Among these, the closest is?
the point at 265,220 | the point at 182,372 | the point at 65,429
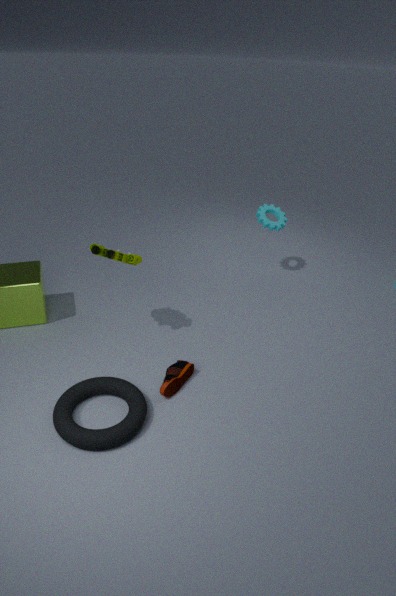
the point at 65,429
